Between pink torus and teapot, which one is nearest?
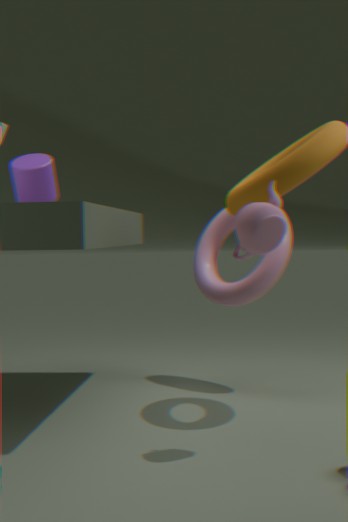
teapot
